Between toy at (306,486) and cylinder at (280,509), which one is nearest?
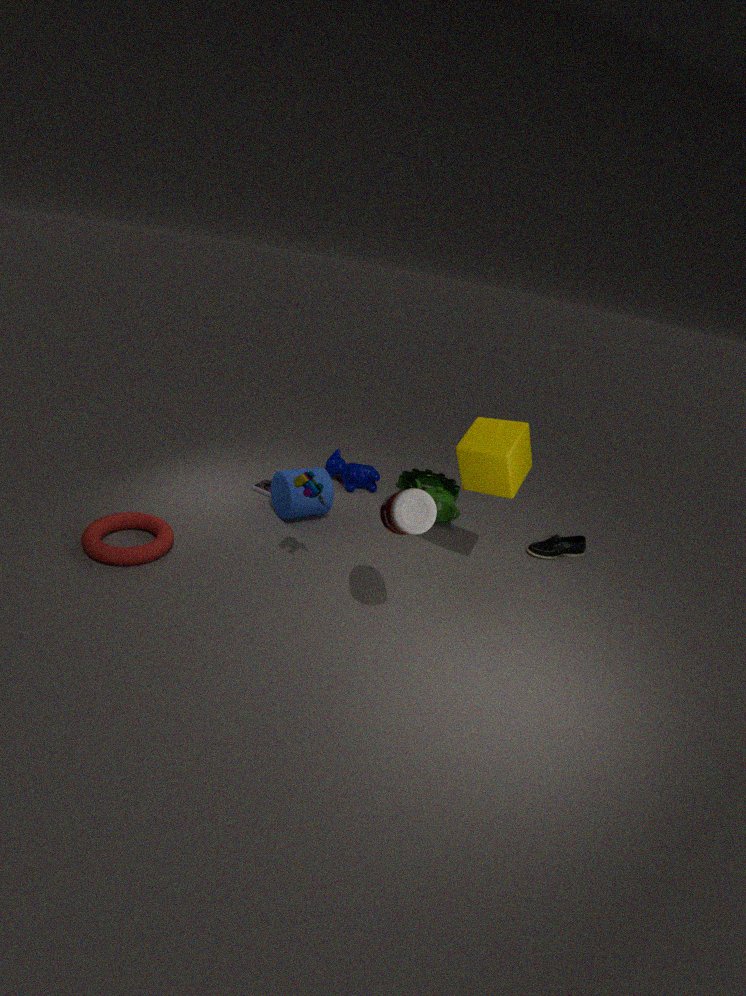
toy at (306,486)
